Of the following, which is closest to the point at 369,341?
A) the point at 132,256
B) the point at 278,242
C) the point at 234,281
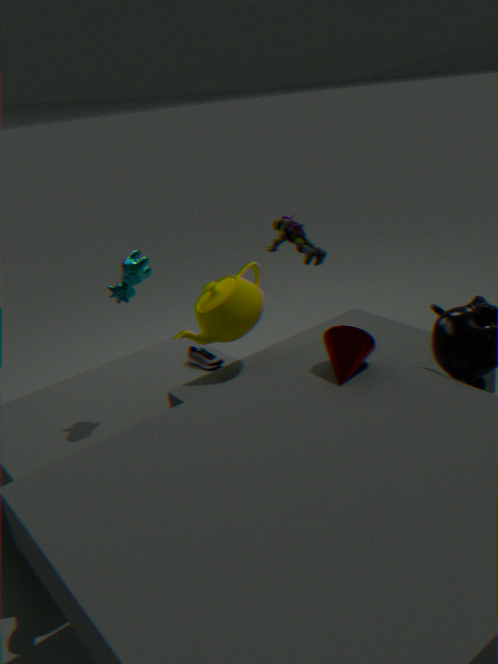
the point at 234,281
